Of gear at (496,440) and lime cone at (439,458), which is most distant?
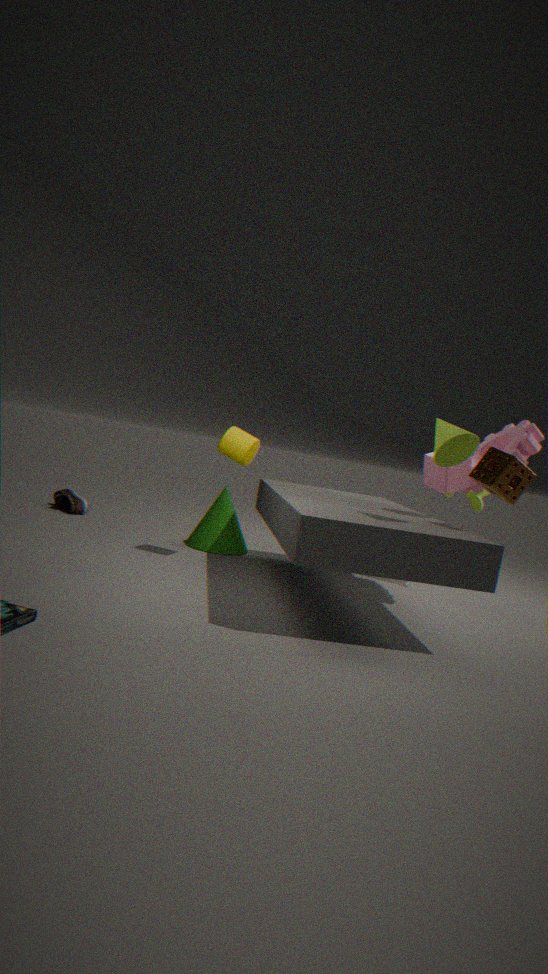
gear at (496,440)
